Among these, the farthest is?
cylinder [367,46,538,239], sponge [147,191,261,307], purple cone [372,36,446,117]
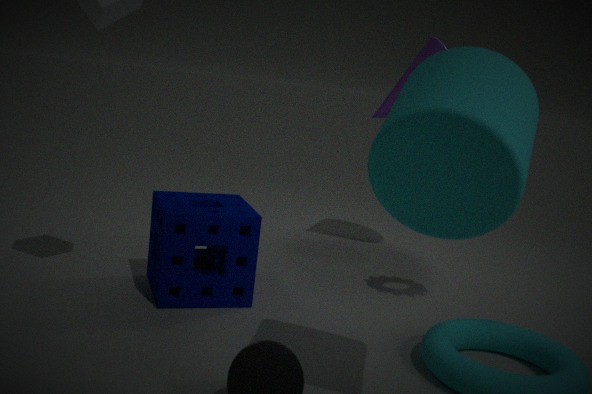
purple cone [372,36,446,117]
